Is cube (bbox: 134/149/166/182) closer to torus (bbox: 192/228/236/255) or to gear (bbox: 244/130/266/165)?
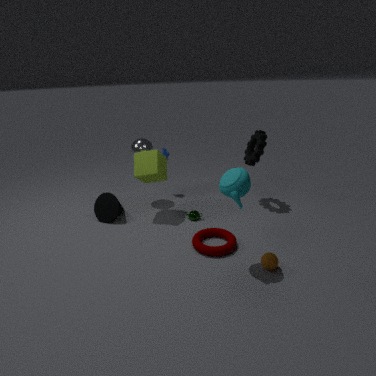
torus (bbox: 192/228/236/255)
